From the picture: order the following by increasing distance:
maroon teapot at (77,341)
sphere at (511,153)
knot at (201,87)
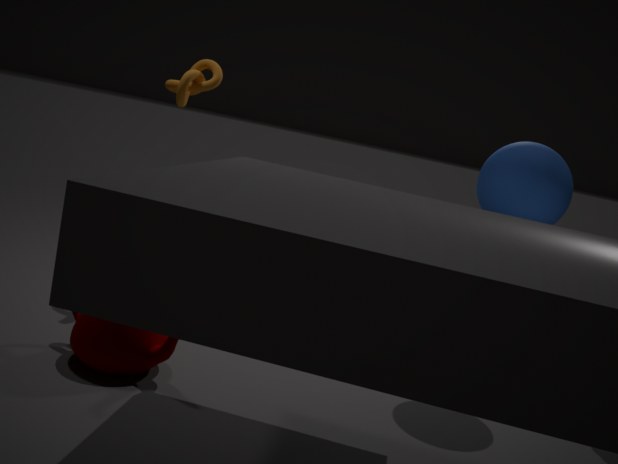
maroon teapot at (77,341), sphere at (511,153), knot at (201,87)
